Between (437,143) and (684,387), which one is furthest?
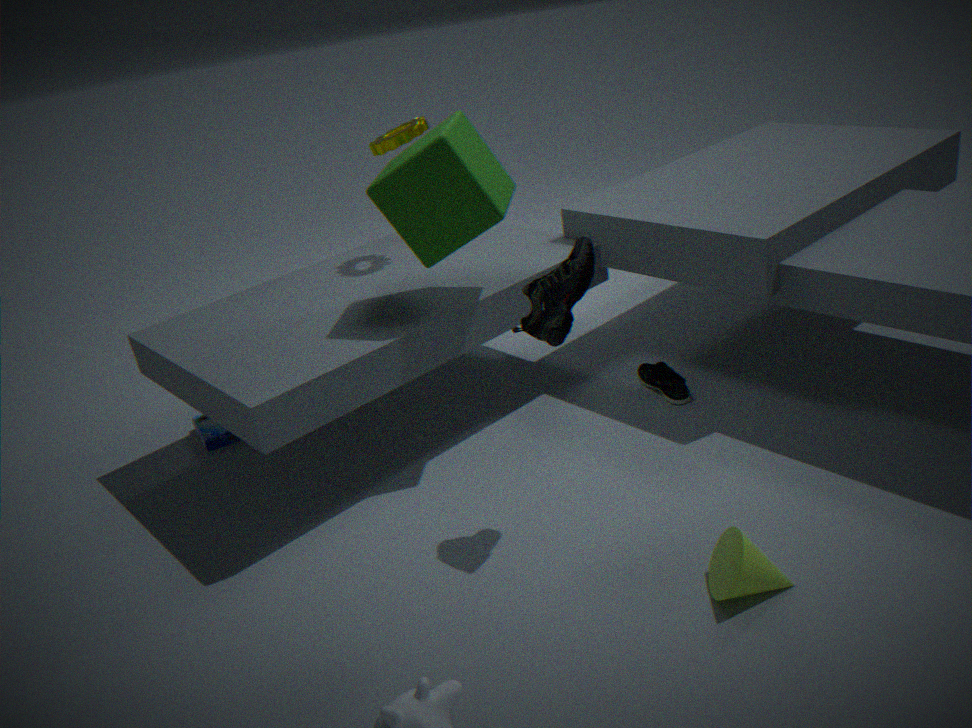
(684,387)
